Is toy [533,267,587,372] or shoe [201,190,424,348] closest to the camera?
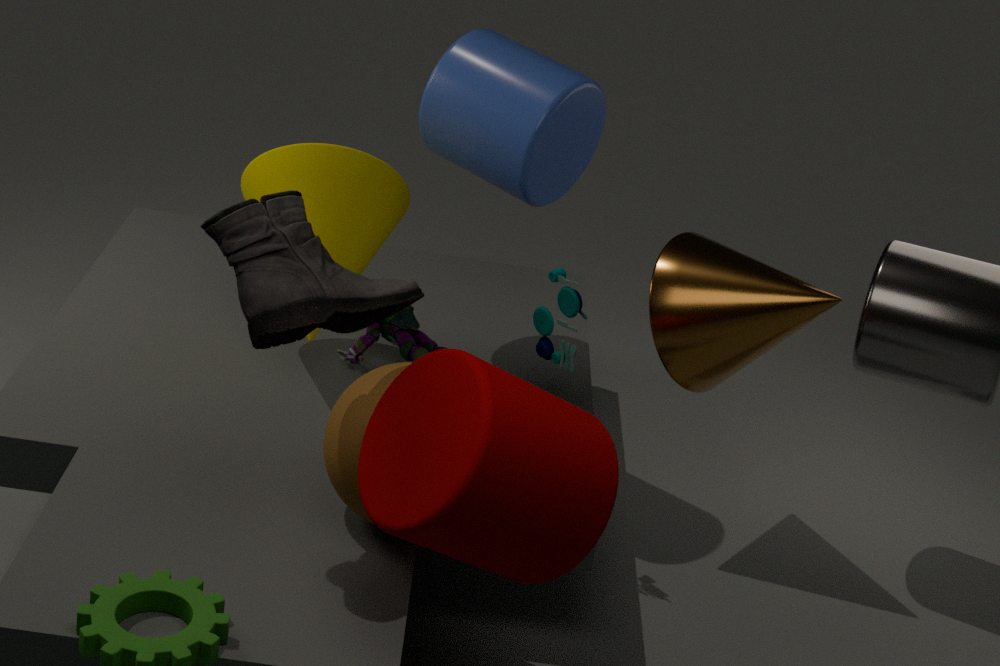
shoe [201,190,424,348]
